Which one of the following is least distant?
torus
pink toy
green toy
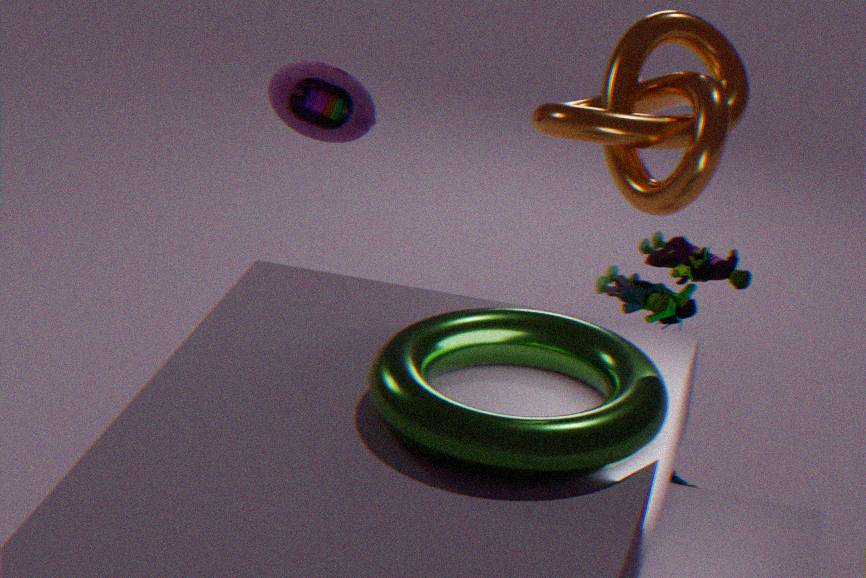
torus
